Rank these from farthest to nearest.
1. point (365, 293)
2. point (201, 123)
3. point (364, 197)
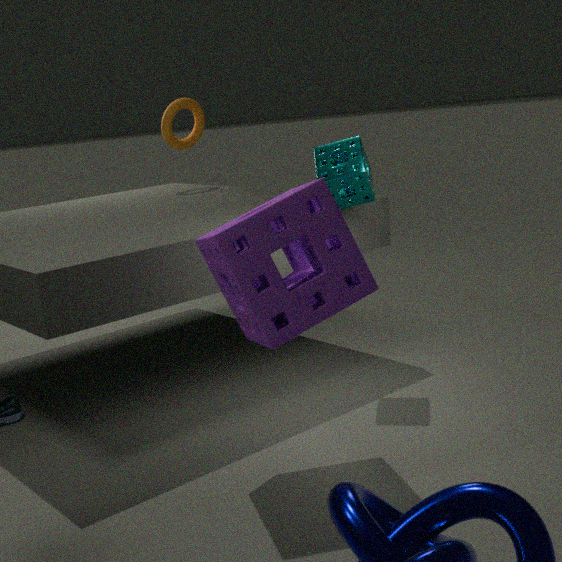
1. point (201, 123)
2. point (364, 197)
3. point (365, 293)
